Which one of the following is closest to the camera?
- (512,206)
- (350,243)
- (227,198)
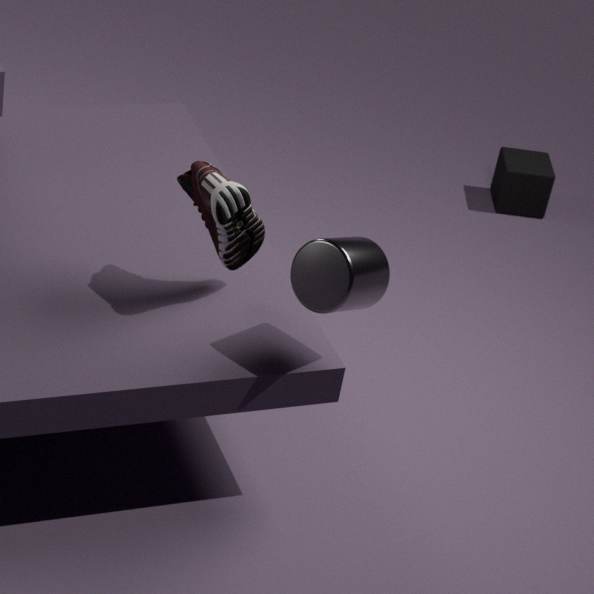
(350,243)
